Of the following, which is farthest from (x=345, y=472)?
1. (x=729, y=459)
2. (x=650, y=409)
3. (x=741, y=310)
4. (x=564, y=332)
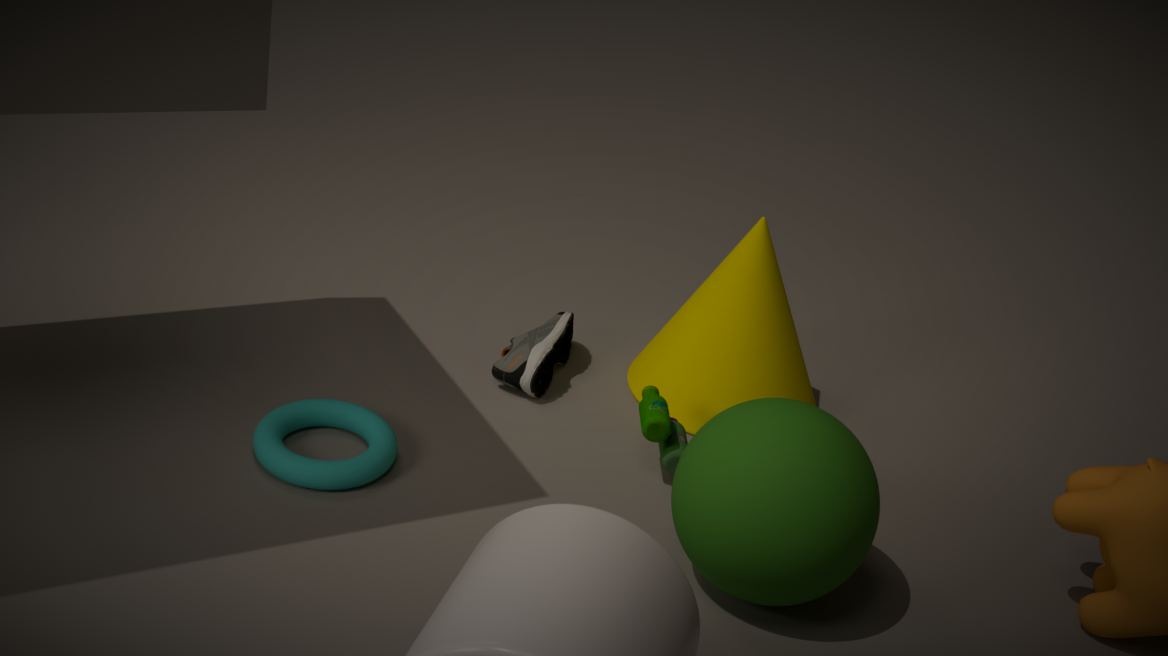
(x=741, y=310)
